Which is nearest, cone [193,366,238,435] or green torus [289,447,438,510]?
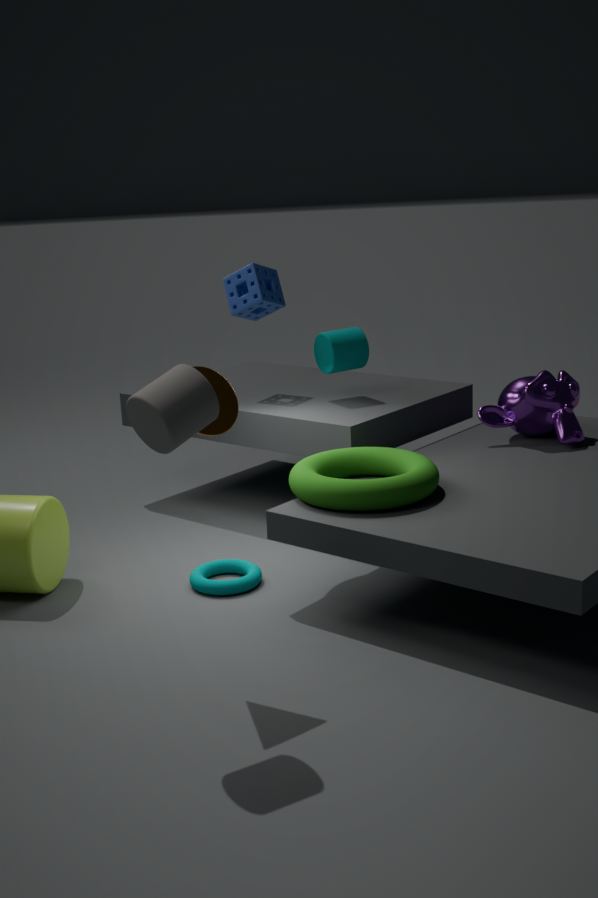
cone [193,366,238,435]
